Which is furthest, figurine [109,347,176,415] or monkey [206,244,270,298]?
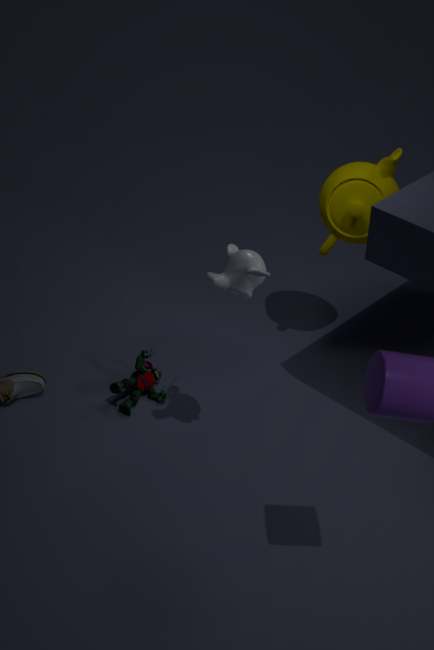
figurine [109,347,176,415]
